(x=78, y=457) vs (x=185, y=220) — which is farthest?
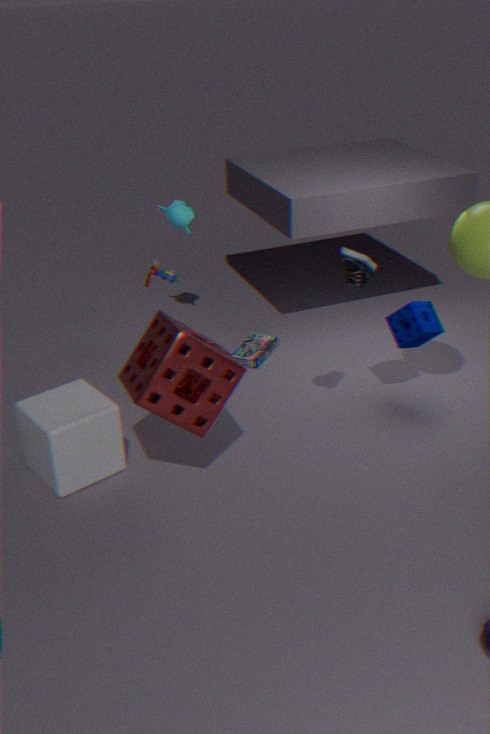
(x=185, y=220)
